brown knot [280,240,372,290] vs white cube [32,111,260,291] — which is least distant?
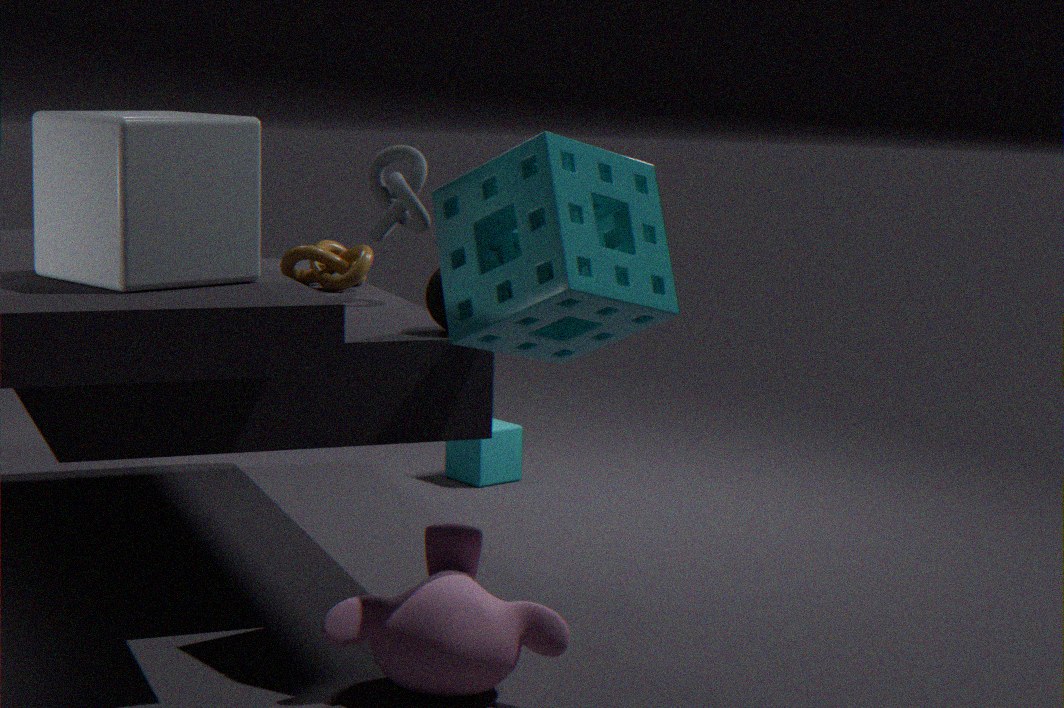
white cube [32,111,260,291]
